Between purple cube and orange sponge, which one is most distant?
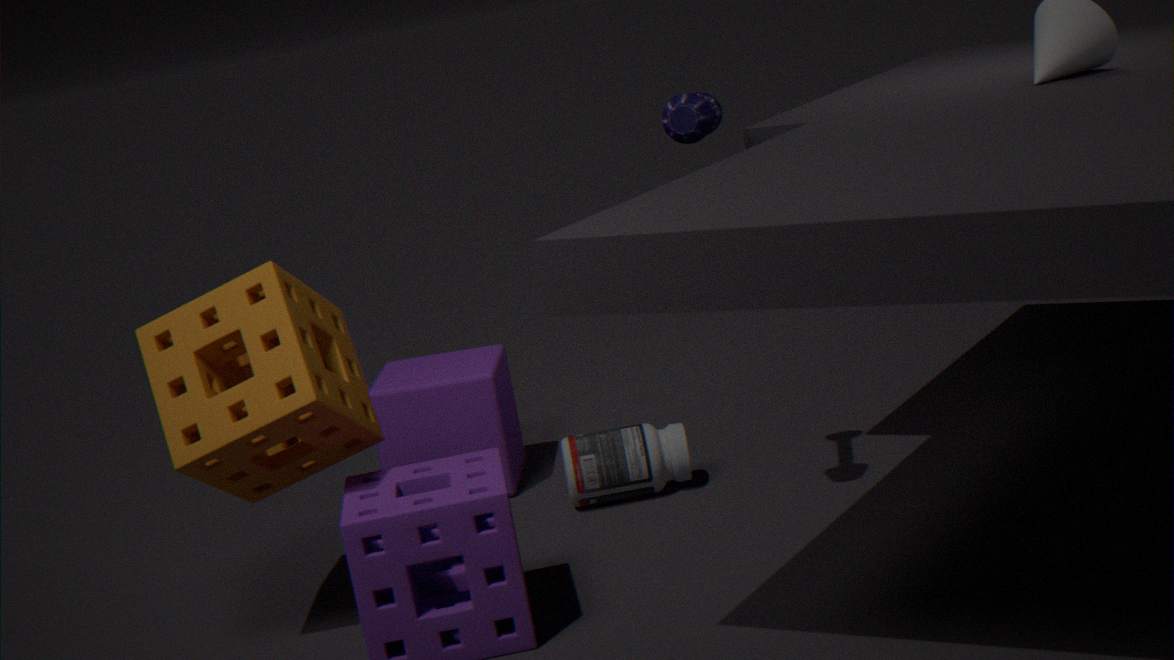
purple cube
